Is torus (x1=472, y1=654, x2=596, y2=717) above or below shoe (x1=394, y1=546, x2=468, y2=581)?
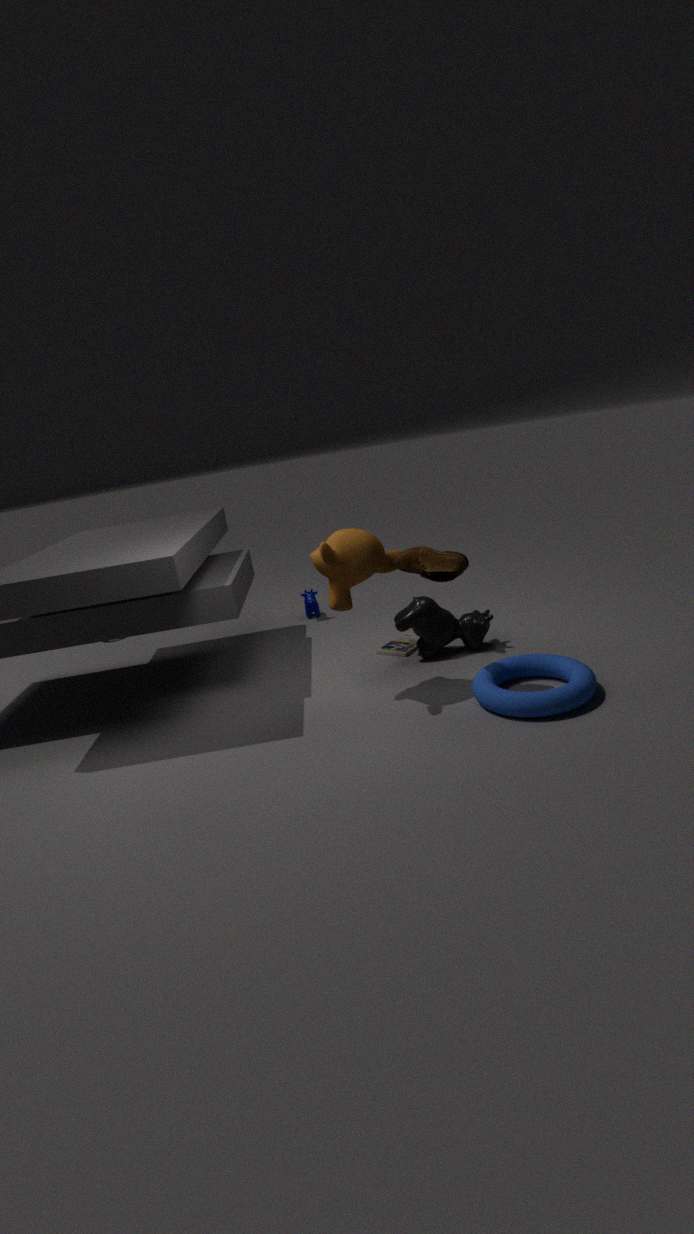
below
